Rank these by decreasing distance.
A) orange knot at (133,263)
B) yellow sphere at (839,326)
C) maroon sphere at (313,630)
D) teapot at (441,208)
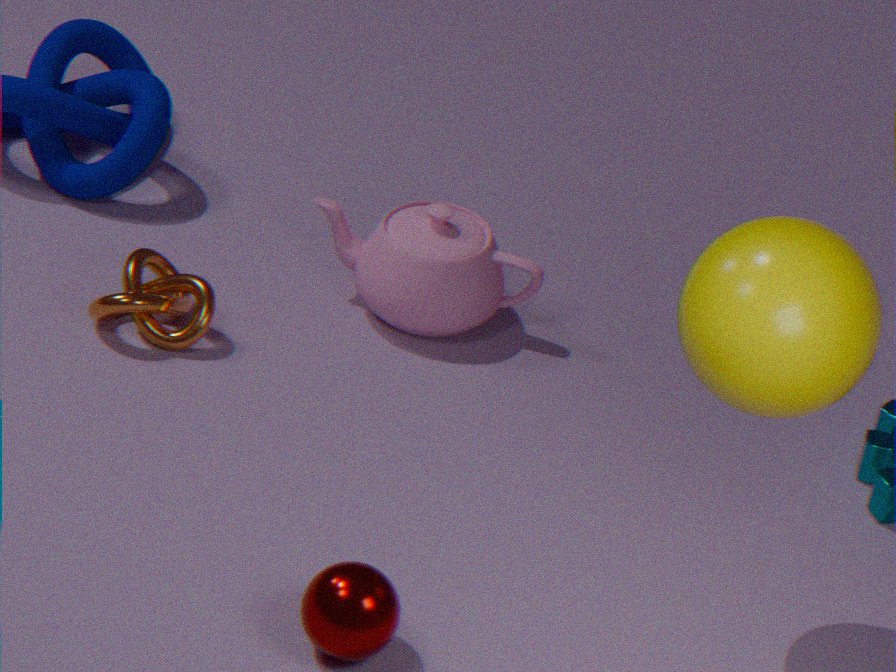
1. teapot at (441,208)
2. orange knot at (133,263)
3. maroon sphere at (313,630)
4. yellow sphere at (839,326)
